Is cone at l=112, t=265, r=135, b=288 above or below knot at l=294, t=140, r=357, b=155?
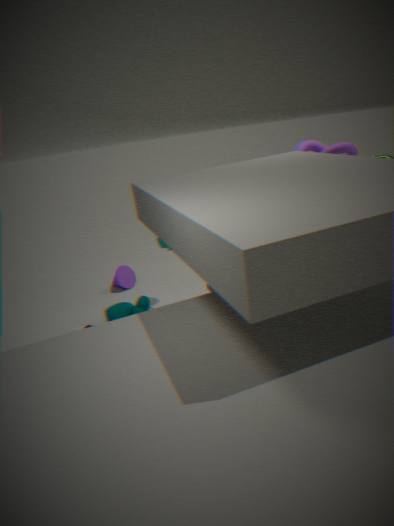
below
